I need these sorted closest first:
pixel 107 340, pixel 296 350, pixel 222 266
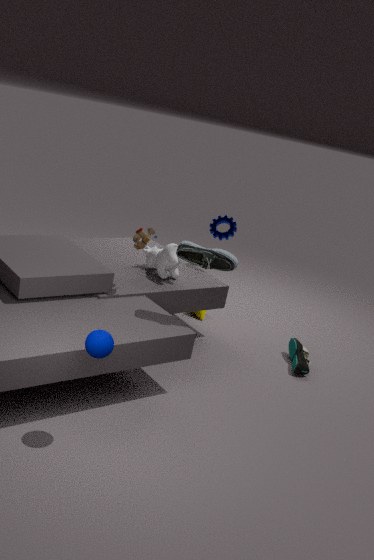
pixel 107 340
pixel 222 266
pixel 296 350
